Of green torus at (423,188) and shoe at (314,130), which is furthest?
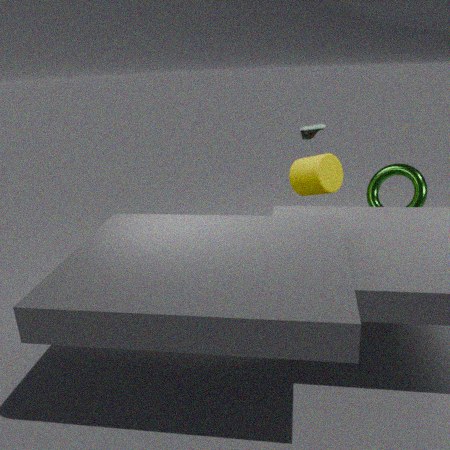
shoe at (314,130)
